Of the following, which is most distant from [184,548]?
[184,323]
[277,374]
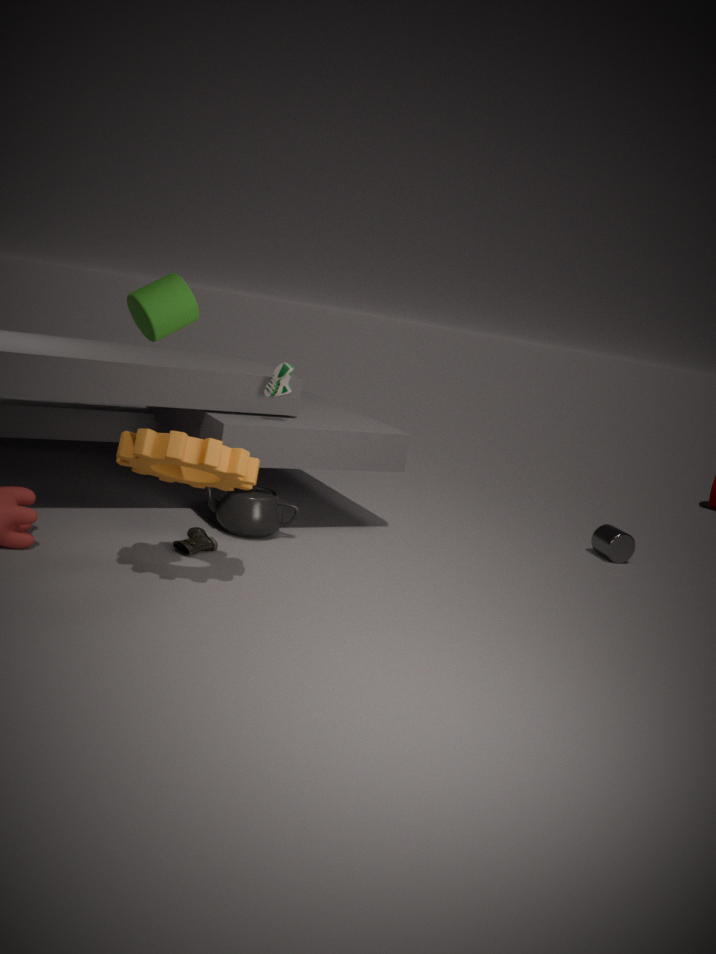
[184,323]
